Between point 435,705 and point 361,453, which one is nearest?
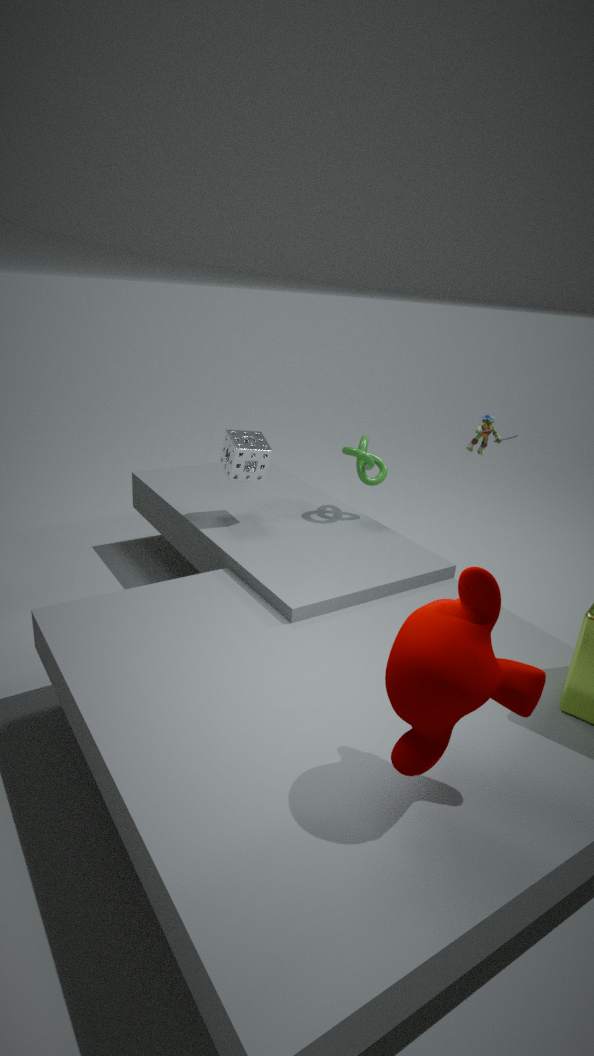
point 435,705
